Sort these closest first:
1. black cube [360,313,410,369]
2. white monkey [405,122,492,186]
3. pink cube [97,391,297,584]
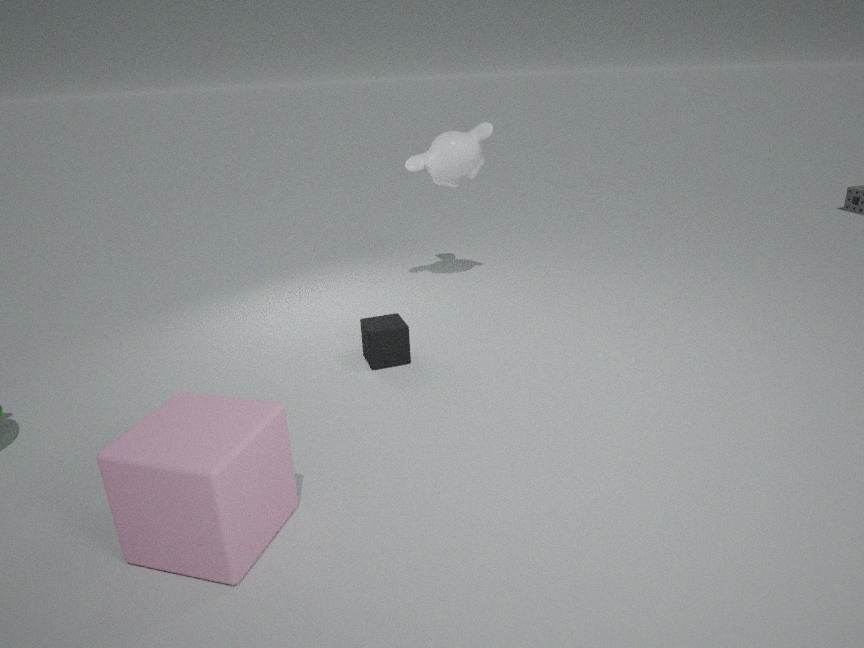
pink cube [97,391,297,584] < black cube [360,313,410,369] < white monkey [405,122,492,186]
